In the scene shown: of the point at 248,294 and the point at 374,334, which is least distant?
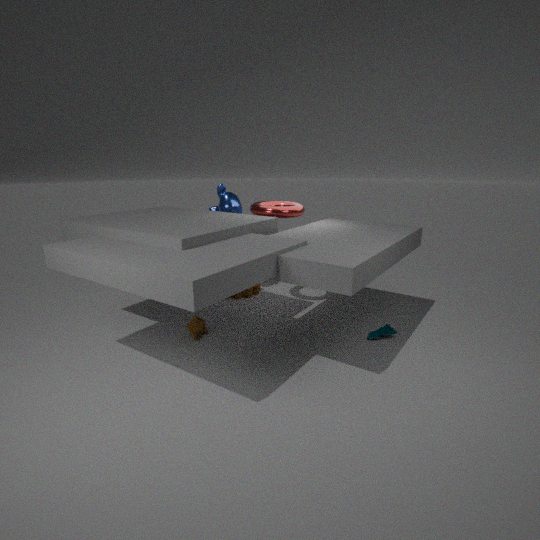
the point at 374,334
